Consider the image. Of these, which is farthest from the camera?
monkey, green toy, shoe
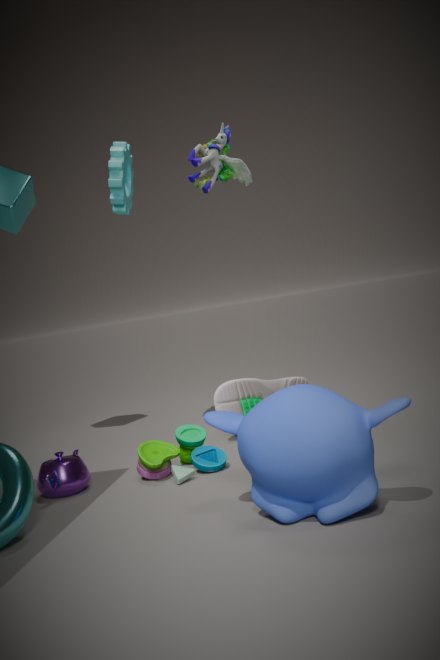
shoe
